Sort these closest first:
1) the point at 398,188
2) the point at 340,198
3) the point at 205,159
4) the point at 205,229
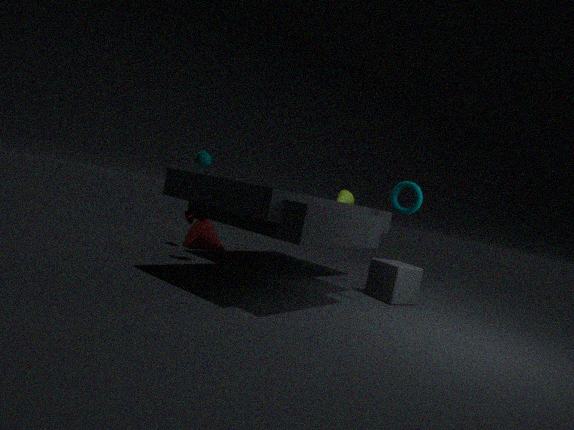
1. the point at 398,188 → 3. the point at 205,159 → 4. the point at 205,229 → 2. the point at 340,198
